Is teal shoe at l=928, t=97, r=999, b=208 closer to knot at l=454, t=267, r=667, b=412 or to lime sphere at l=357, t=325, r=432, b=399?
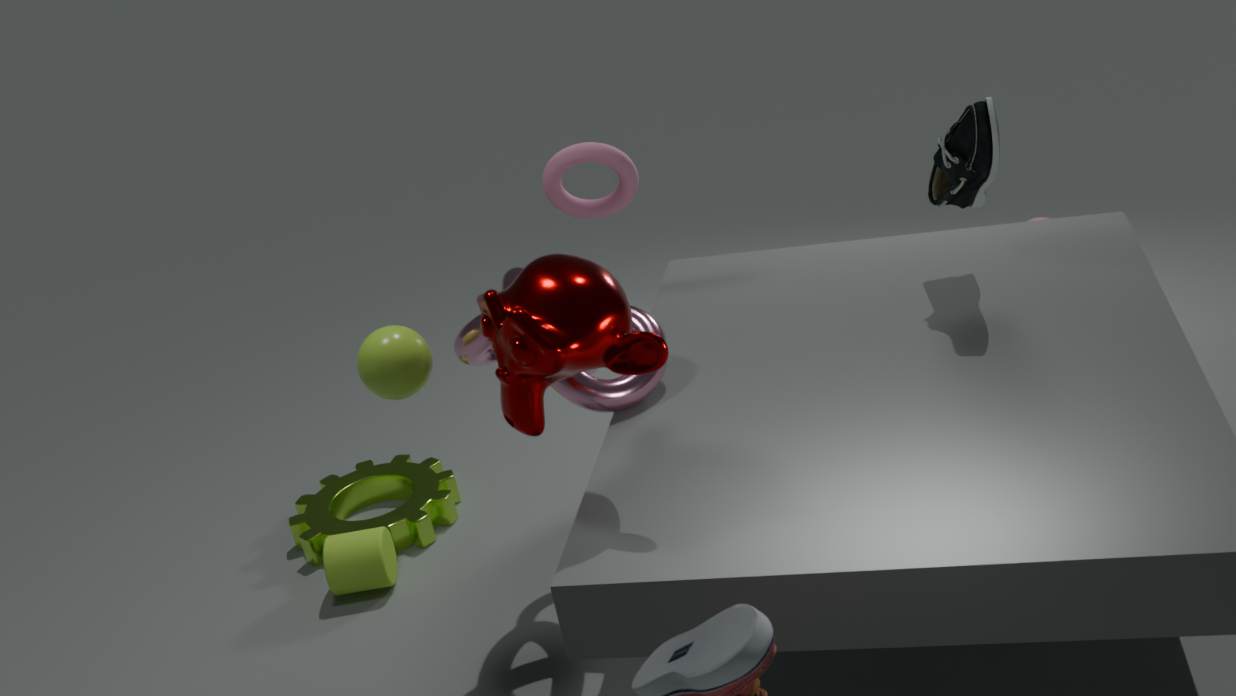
knot at l=454, t=267, r=667, b=412
